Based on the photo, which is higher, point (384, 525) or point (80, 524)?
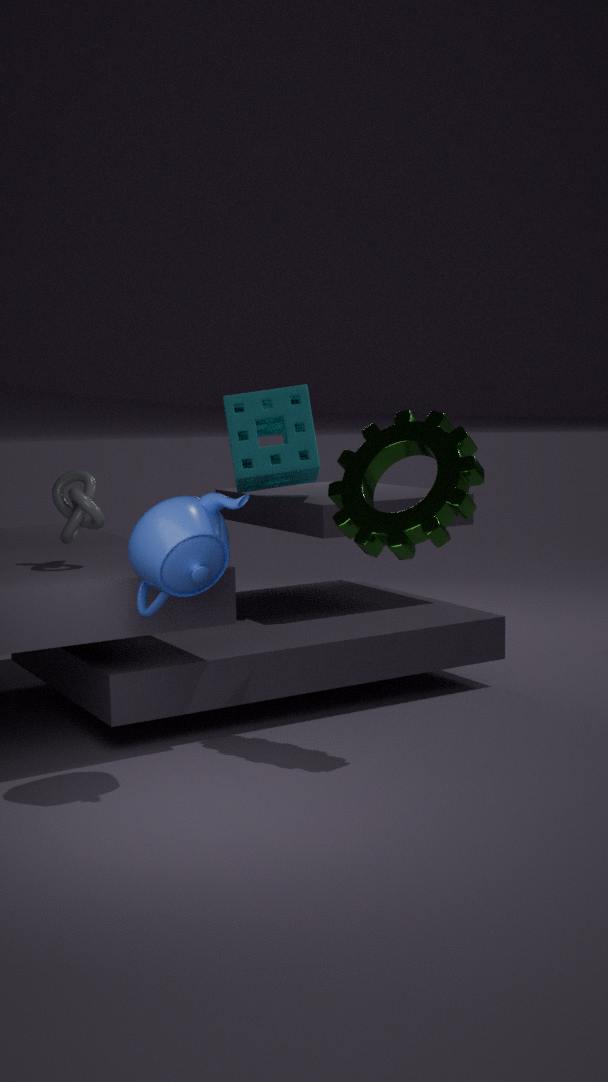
point (384, 525)
